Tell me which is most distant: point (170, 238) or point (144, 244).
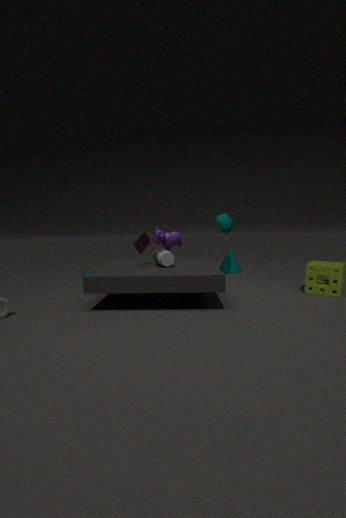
point (170, 238)
